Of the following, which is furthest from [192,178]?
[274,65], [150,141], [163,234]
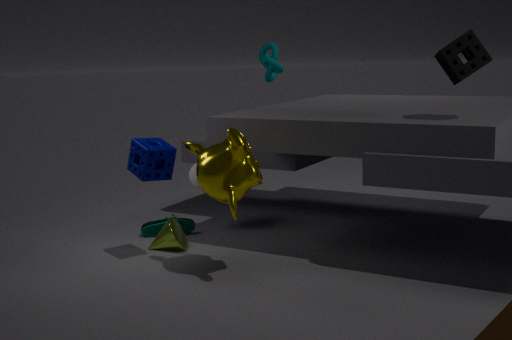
[274,65]
